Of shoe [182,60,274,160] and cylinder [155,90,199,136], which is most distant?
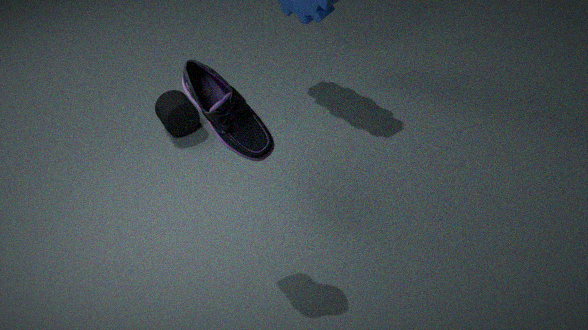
cylinder [155,90,199,136]
